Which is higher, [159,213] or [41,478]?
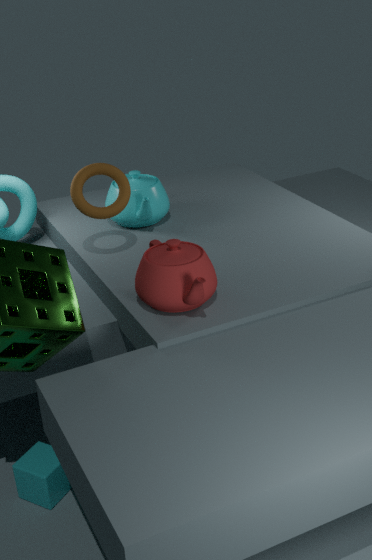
[159,213]
